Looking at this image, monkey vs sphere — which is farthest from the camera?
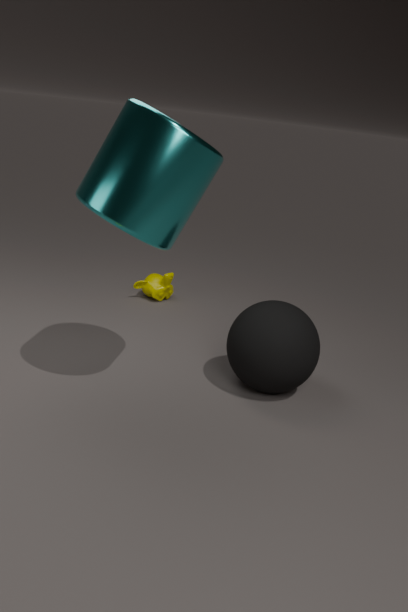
monkey
